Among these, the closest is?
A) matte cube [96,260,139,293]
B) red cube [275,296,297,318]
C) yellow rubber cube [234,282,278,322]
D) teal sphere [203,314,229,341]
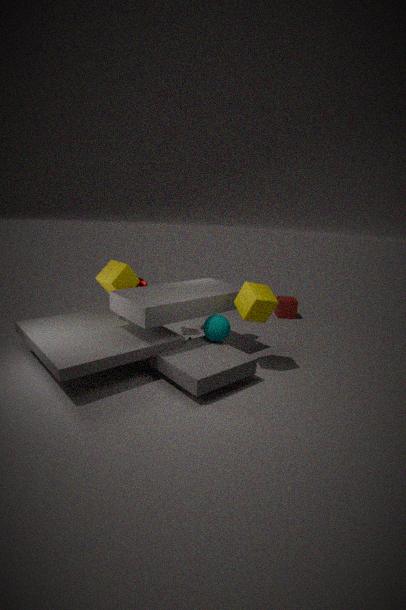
yellow rubber cube [234,282,278,322]
